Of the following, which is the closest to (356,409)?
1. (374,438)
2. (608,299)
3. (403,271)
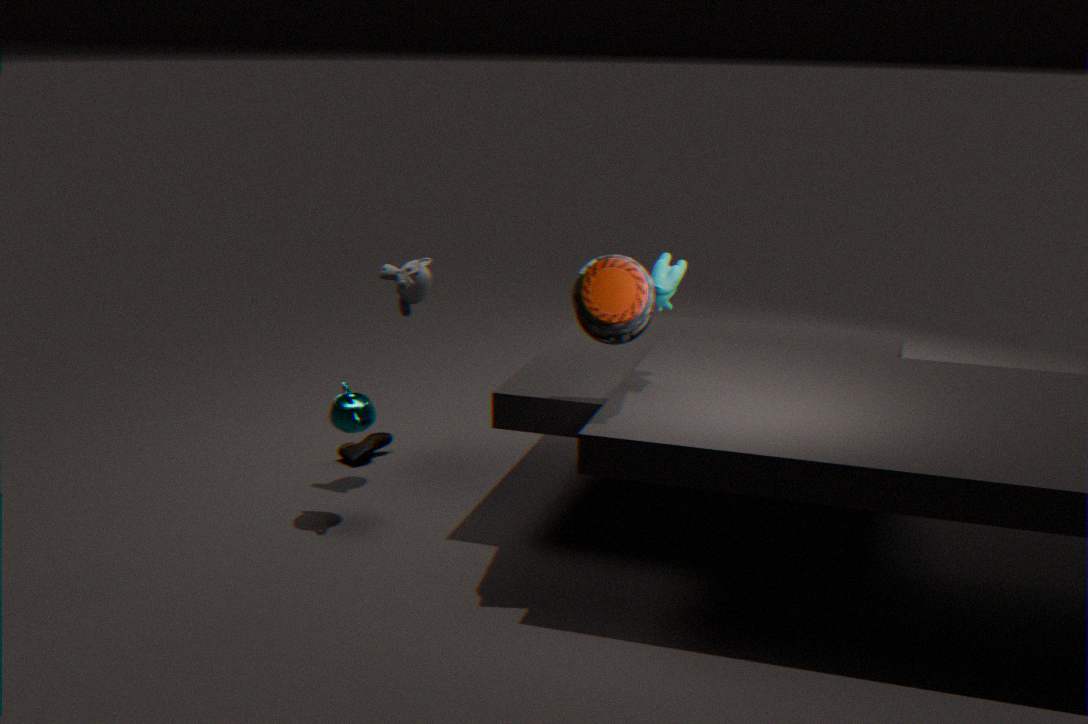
(374,438)
